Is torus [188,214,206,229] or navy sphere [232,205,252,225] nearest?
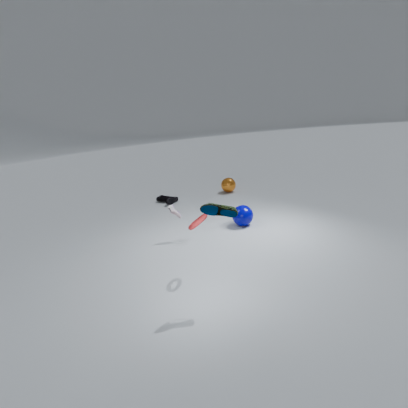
torus [188,214,206,229]
